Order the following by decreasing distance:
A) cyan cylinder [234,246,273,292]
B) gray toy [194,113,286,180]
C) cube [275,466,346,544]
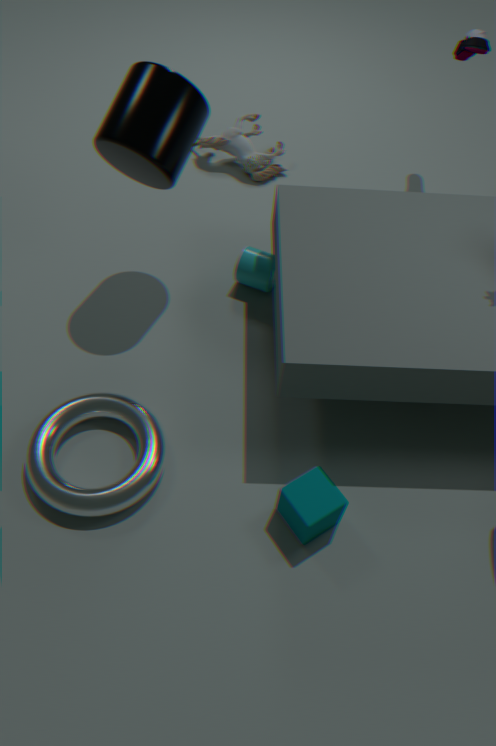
gray toy [194,113,286,180], cyan cylinder [234,246,273,292], cube [275,466,346,544]
